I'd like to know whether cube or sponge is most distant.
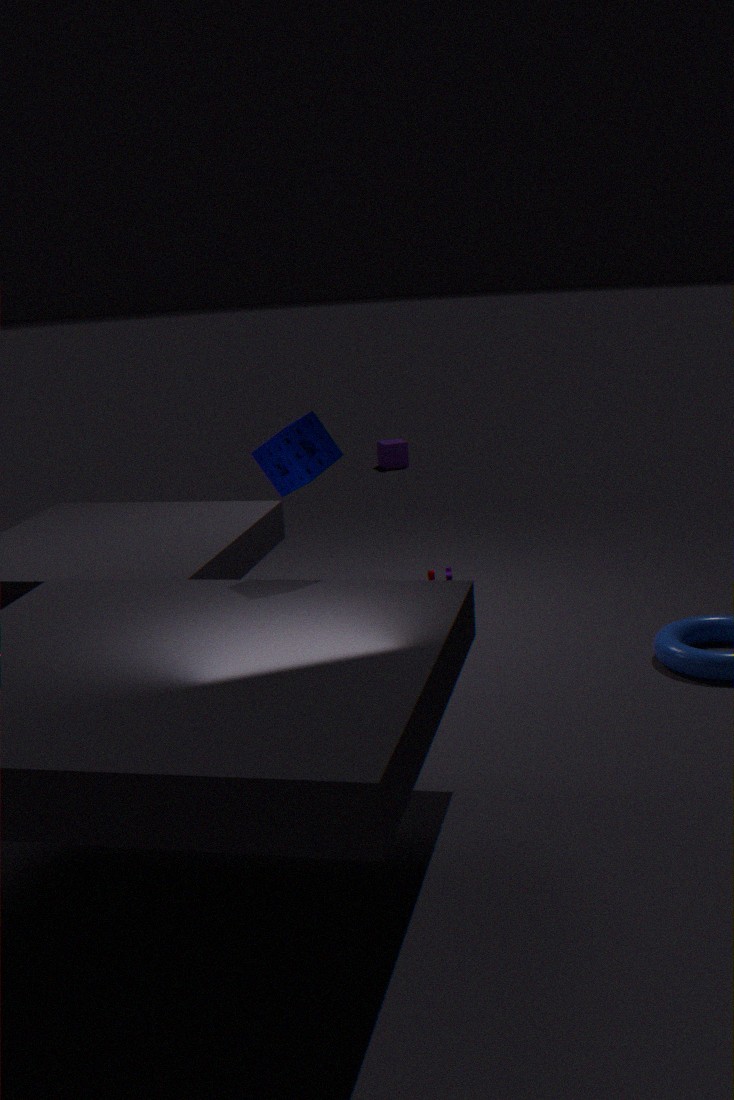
cube
